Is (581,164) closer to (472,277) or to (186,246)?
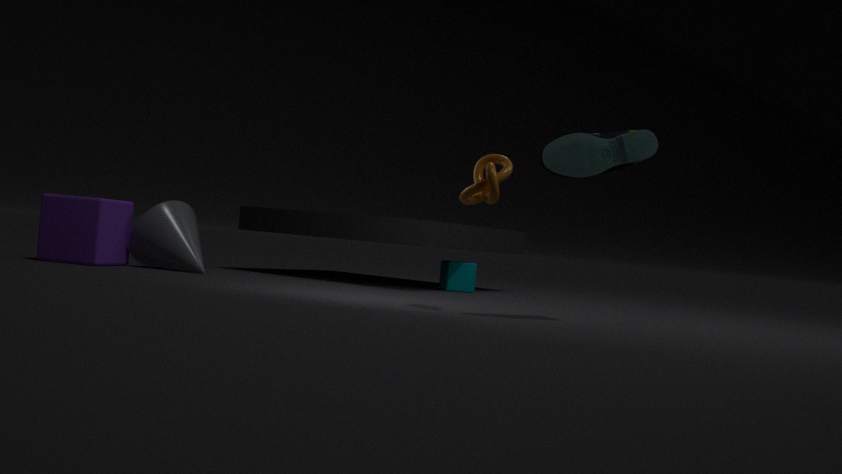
(472,277)
